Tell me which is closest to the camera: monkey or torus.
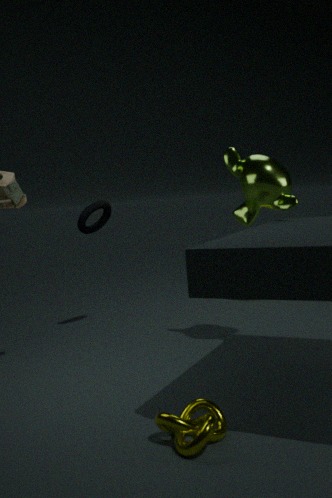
monkey
